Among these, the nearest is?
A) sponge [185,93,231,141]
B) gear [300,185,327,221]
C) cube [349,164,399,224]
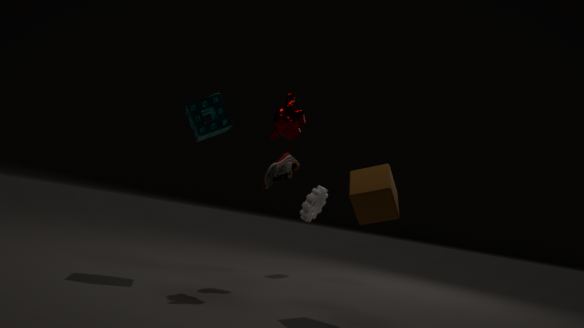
cube [349,164,399,224]
